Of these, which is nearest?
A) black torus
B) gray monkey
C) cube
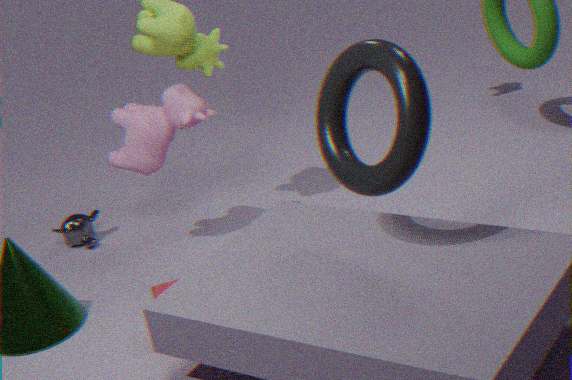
→ black torus
